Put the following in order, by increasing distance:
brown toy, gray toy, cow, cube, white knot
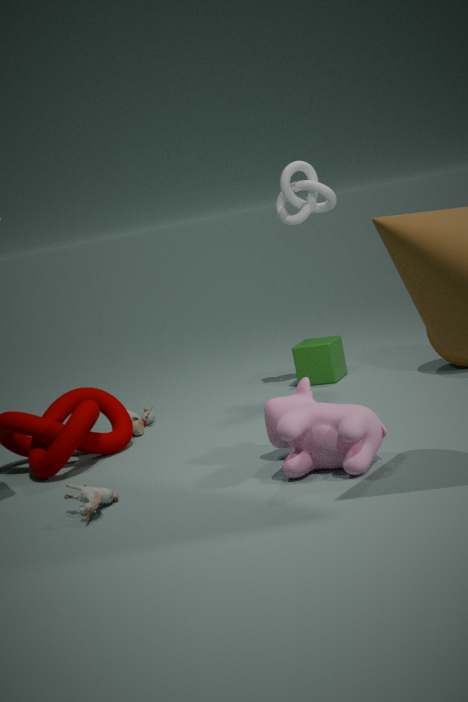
1. cow
2. gray toy
3. brown toy
4. white knot
5. cube
